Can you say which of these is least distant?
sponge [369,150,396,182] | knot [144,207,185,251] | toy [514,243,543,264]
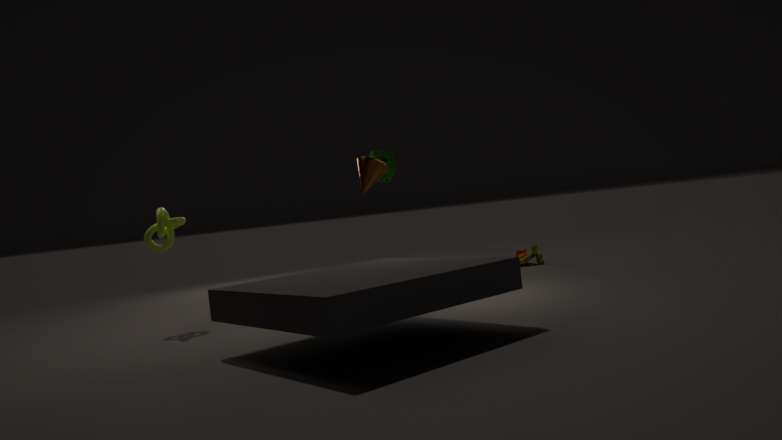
knot [144,207,185,251]
